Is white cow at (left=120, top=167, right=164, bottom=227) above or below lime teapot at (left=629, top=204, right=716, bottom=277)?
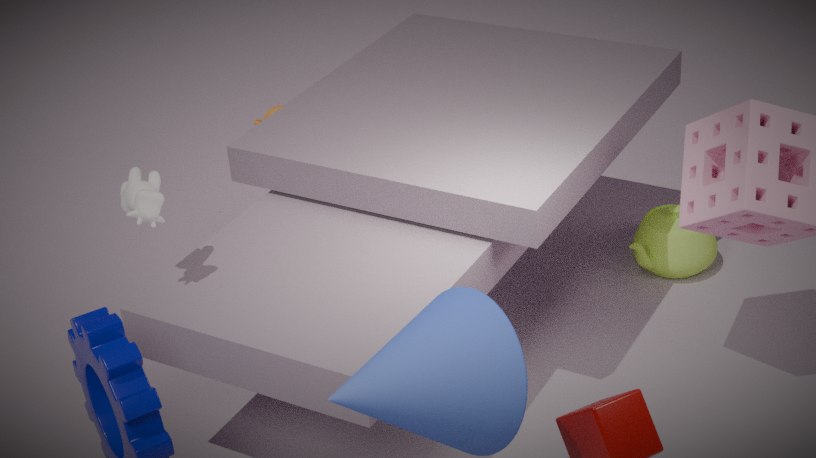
above
